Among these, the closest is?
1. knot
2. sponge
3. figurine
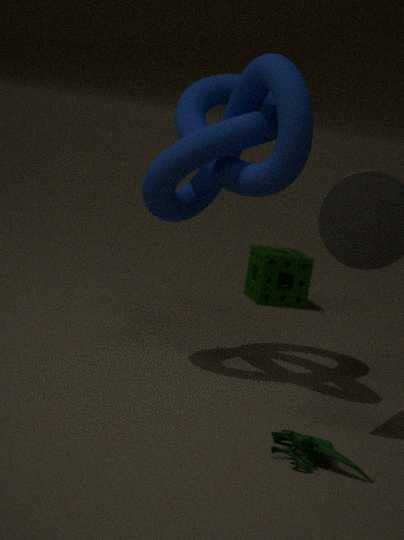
figurine
